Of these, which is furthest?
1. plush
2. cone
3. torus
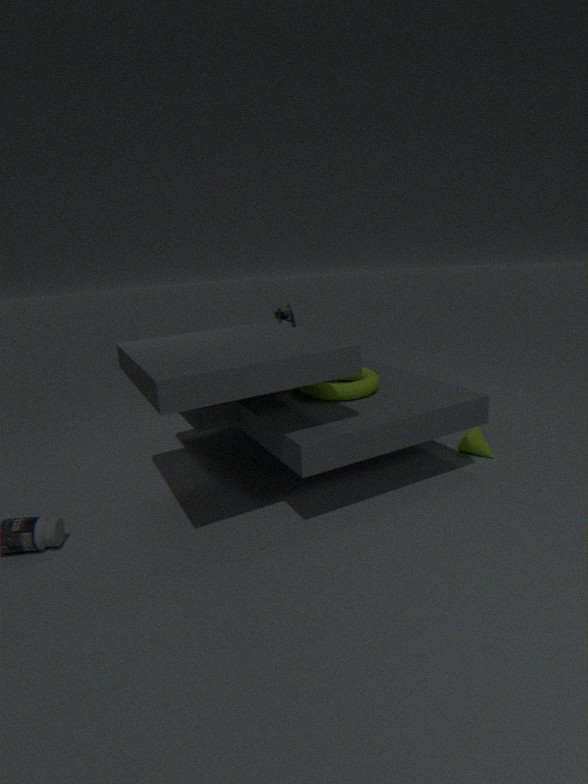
plush
